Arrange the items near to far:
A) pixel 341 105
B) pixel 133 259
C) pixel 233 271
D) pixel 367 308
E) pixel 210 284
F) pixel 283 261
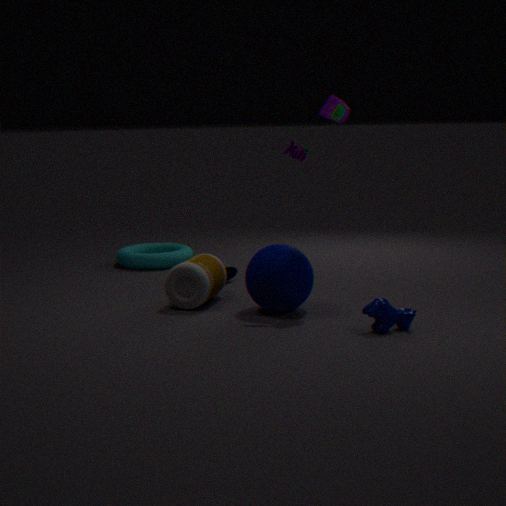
pixel 367 308 < pixel 283 261 < pixel 341 105 < pixel 210 284 < pixel 233 271 < pixel 133 259
